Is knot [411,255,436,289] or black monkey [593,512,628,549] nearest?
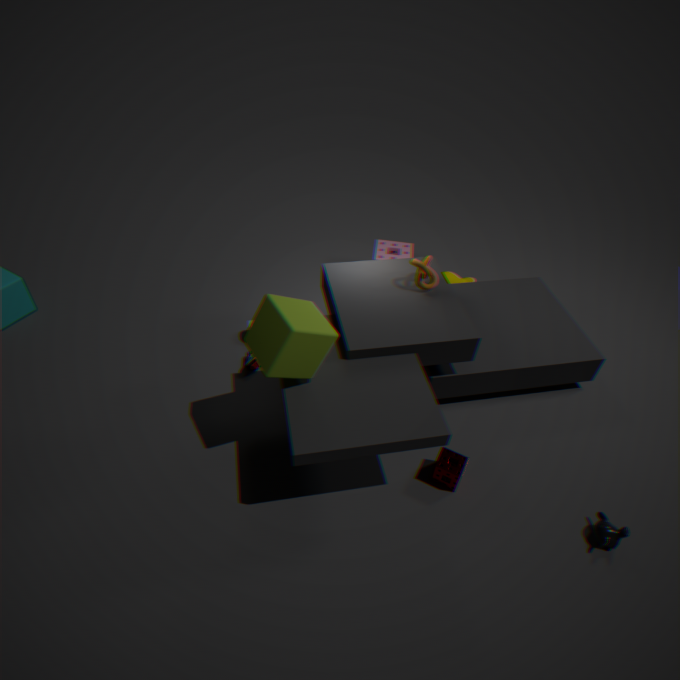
black monkey [593,512,628,549]
